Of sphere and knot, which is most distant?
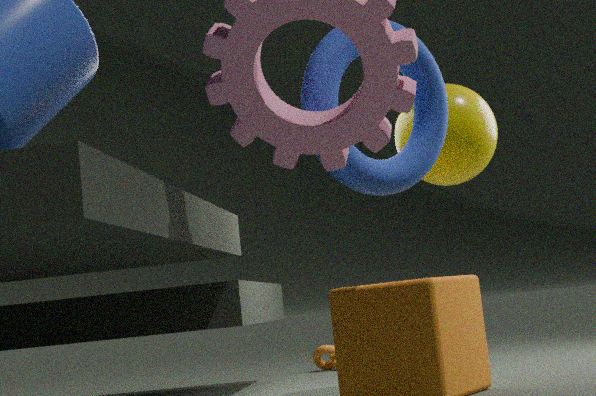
knot
